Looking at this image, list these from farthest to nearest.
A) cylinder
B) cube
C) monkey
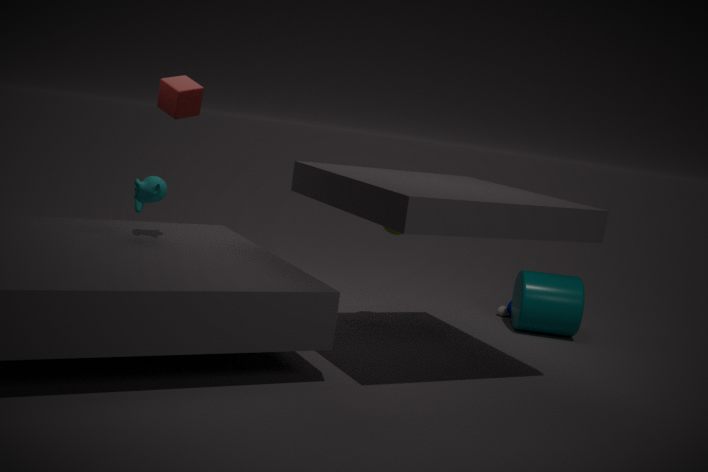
cylinder < cube < monkey
